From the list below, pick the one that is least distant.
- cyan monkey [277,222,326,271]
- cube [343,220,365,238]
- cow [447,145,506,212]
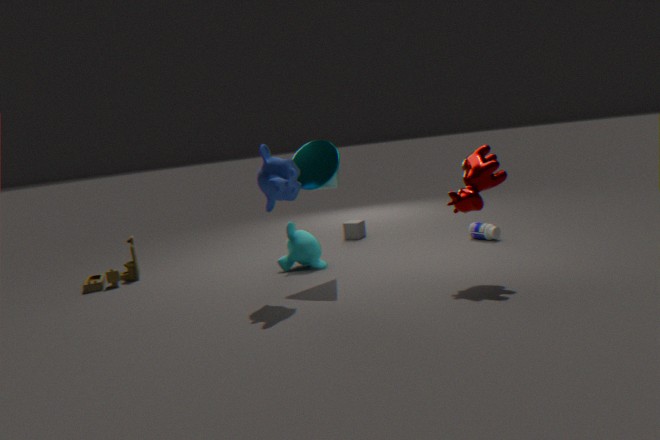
cow [447,145,506,212]
